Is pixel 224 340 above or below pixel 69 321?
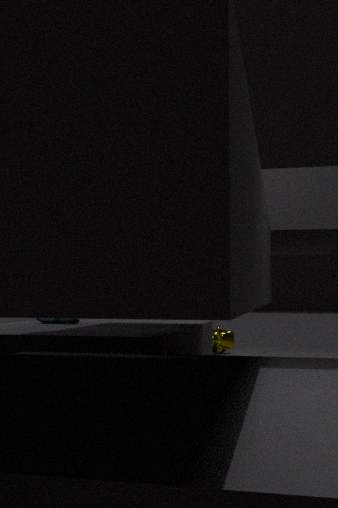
below
